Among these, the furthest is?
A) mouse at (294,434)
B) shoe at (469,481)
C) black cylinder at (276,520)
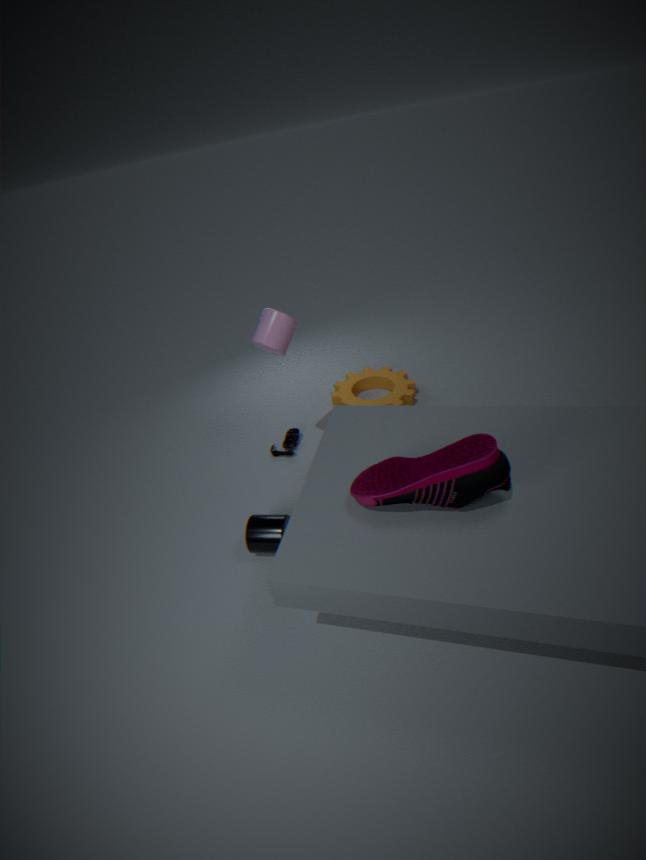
mouse at (294,434)
